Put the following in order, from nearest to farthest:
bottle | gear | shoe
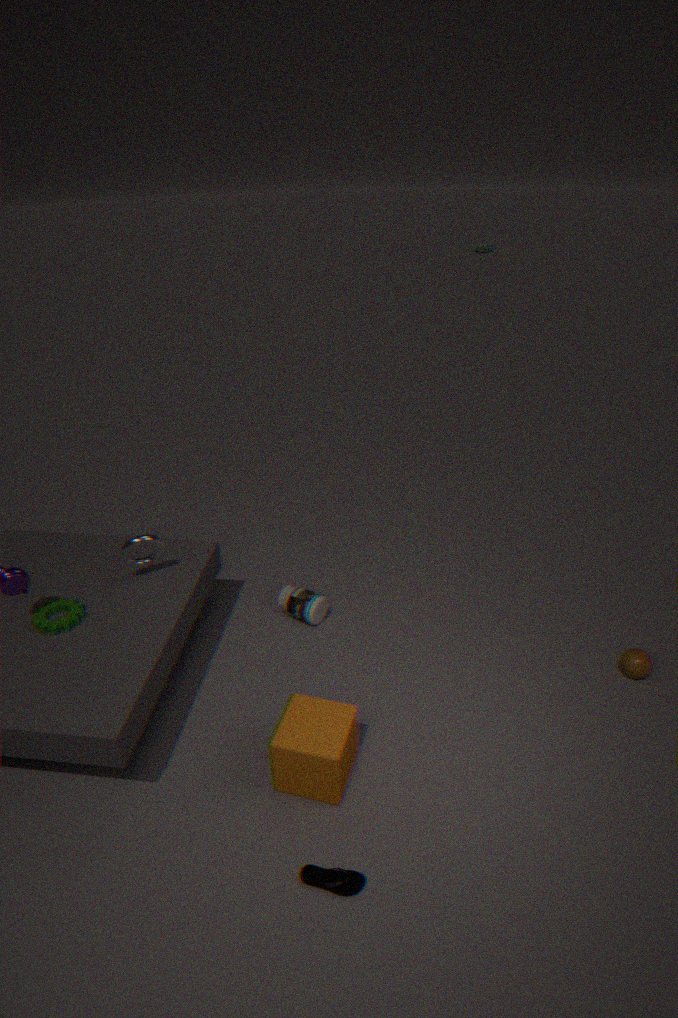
1. shoe
2. gear
3. bottle
